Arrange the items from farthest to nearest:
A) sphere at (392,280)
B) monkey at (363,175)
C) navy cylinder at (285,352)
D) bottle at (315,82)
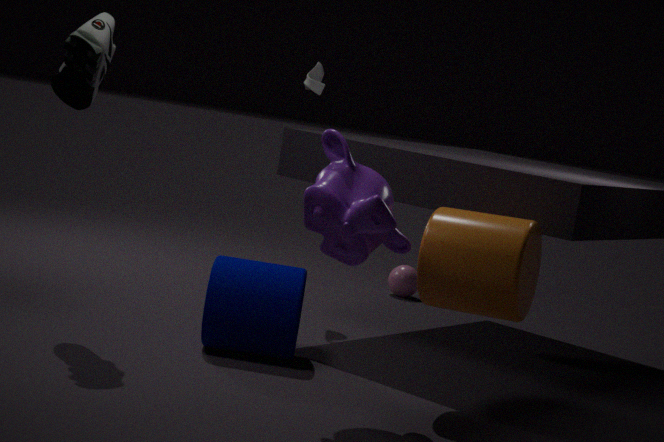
sphere at (392,280)
bottle at (315,82)
navy cylinder at (285,352)
monkey at (363,175)
